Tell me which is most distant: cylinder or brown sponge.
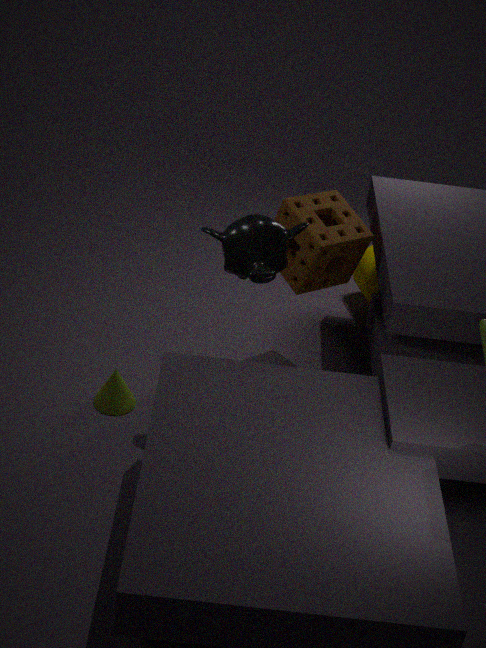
cylinder
